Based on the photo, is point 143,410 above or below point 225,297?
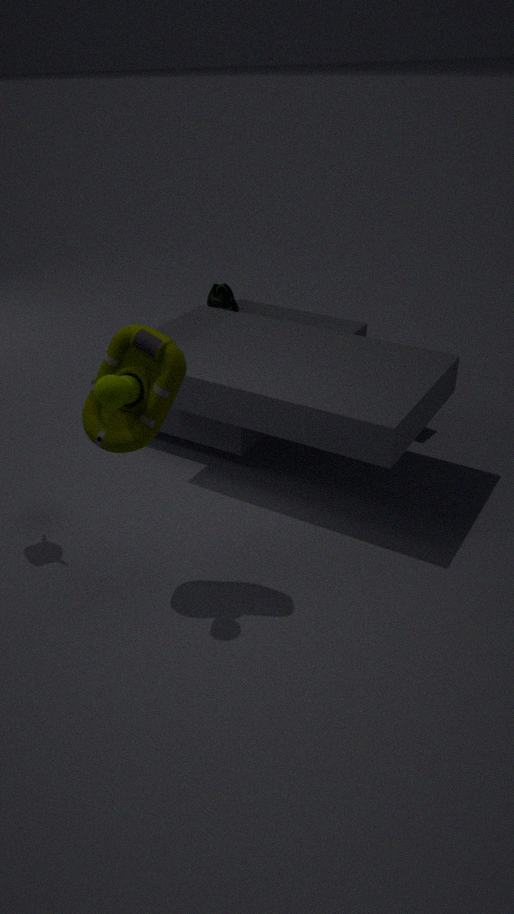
above
